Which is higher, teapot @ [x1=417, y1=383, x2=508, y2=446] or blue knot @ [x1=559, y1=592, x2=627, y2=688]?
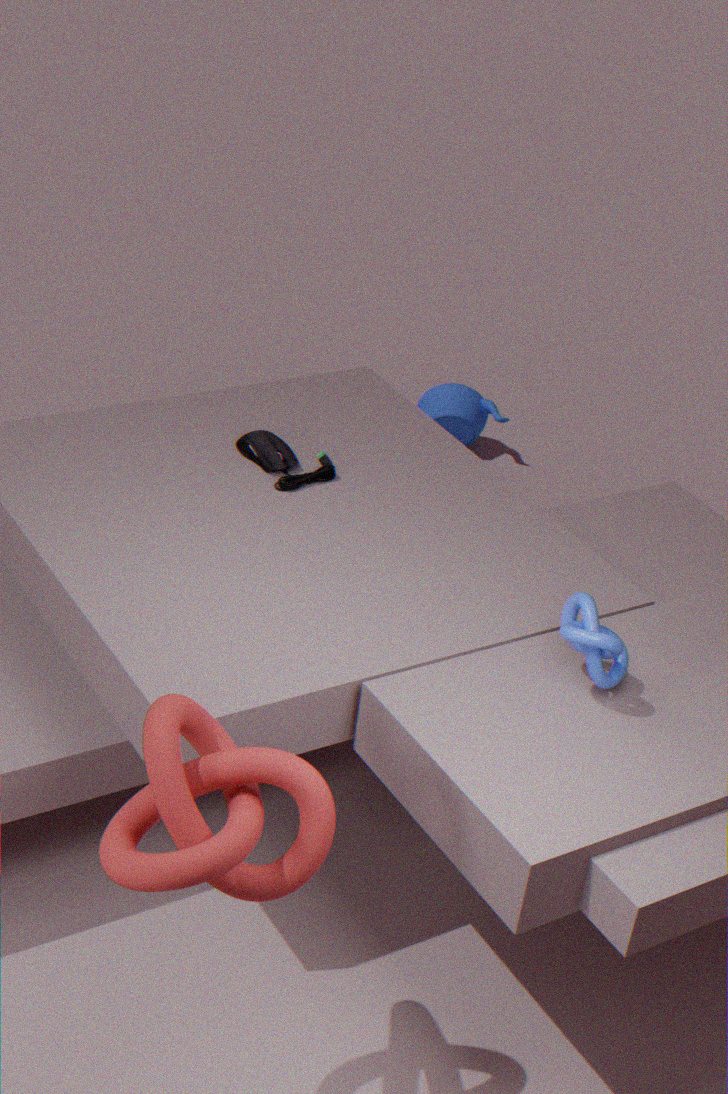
blue knot @ [x1=559, y1=592, x2=627, y2=688]
